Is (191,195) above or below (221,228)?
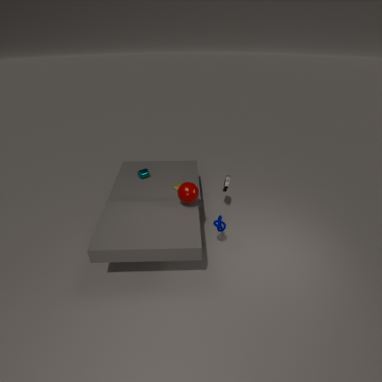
above
